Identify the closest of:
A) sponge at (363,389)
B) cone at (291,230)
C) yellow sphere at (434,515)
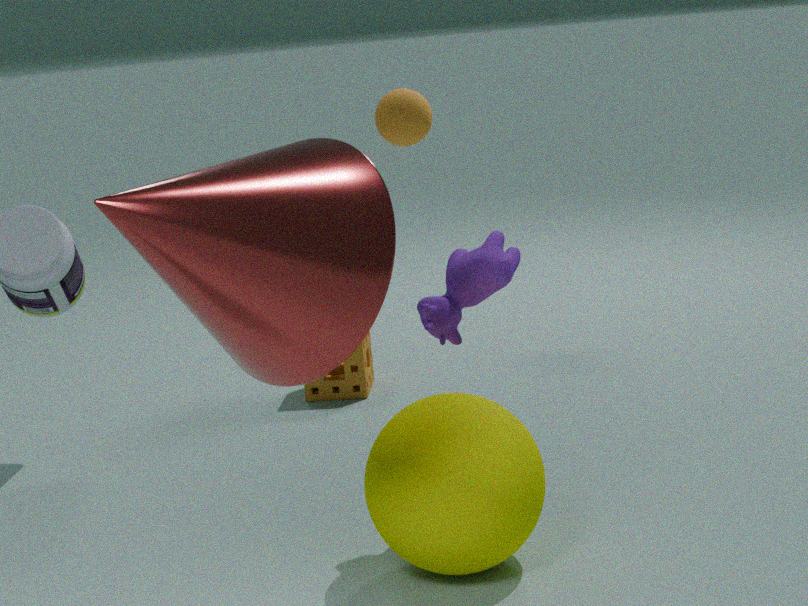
cone at (291,230)
